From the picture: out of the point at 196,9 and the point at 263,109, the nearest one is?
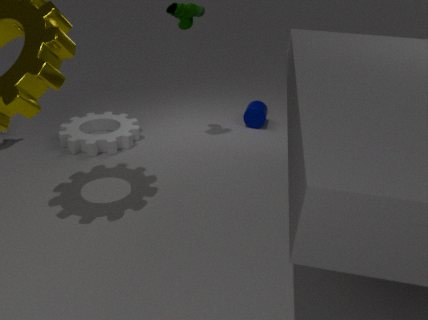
the point at 196,9
